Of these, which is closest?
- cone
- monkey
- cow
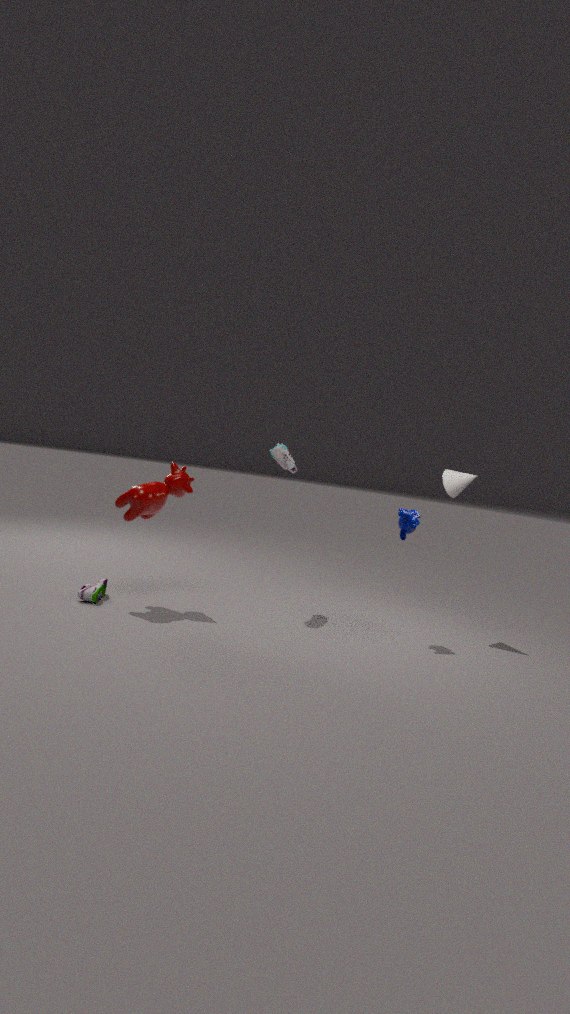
cow
